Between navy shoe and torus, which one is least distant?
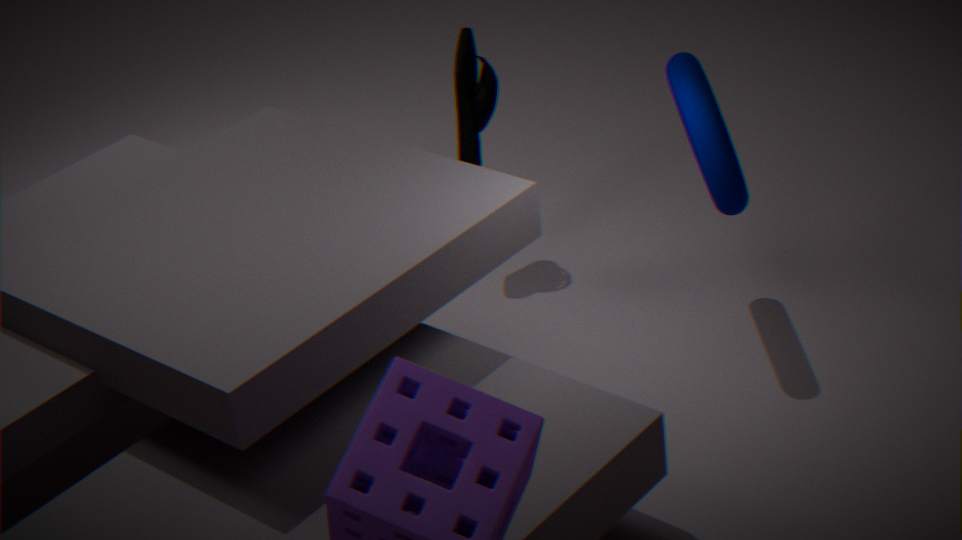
torus
